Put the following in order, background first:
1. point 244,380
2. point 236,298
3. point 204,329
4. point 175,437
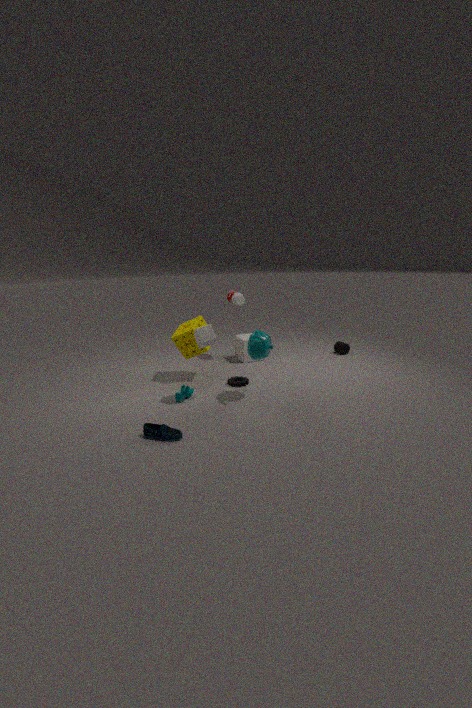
point 236,298
point 244,380
point 204,329
point 175,437
